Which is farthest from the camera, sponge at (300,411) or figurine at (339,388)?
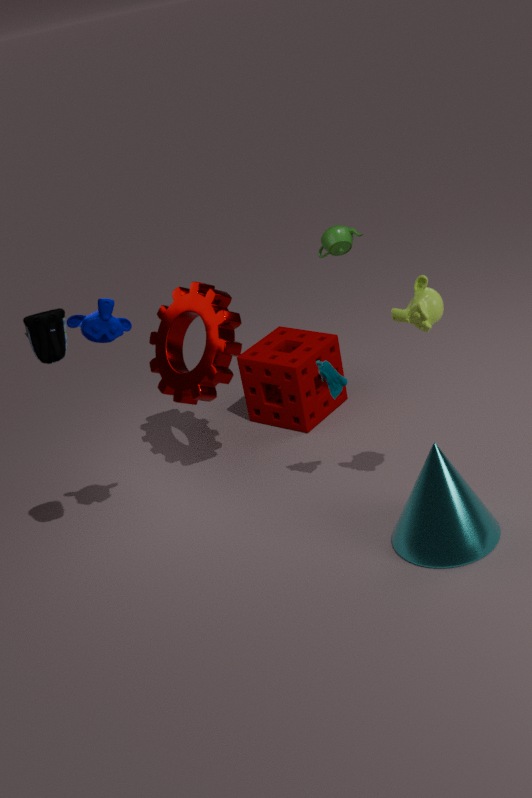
sponge at (300,411)
